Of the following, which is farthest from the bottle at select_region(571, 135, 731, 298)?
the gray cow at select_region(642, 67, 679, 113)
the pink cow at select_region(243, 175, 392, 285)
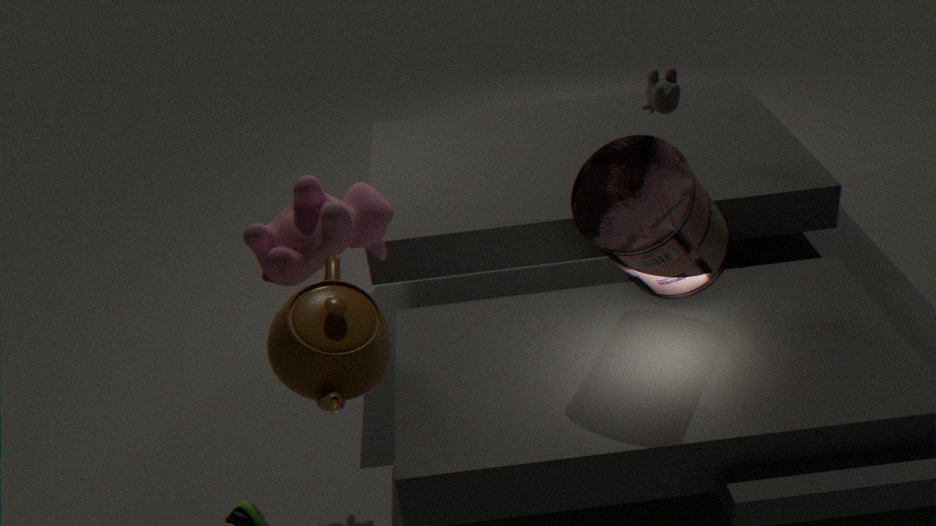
the pink cow at select_region(243, 175, 392, 285)
